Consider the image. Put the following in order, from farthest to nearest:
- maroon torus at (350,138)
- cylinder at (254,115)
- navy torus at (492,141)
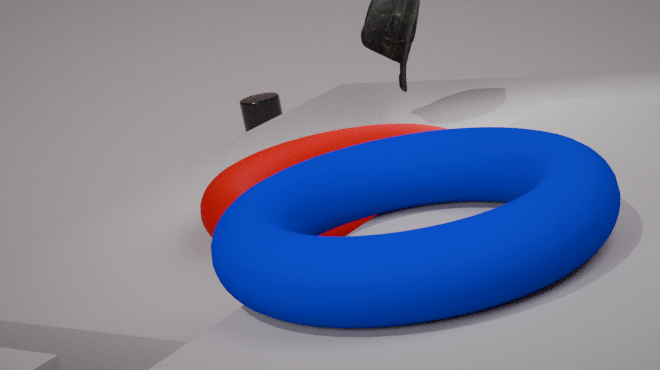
cylinder at (254,115) < maroon torus at (350,138) < navy torus at (492,141)
